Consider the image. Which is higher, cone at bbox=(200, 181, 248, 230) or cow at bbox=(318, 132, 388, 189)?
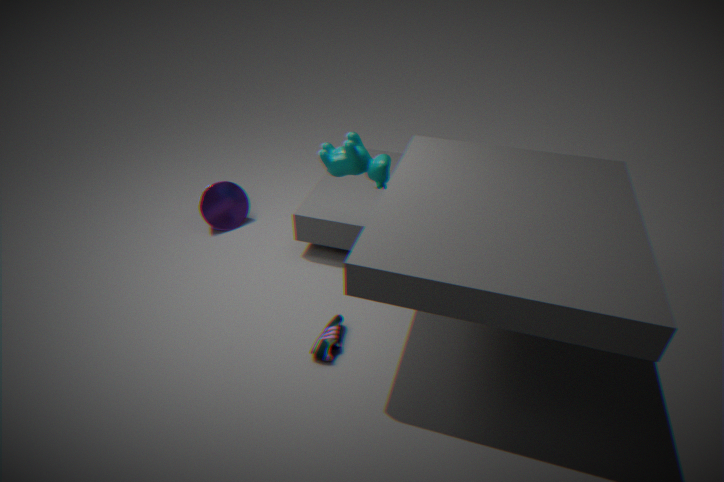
cow at bbox=(318, 132, 388, 189)
